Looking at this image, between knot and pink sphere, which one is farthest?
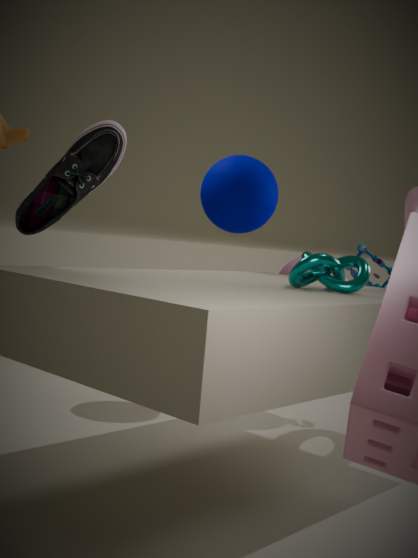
pink sphere
